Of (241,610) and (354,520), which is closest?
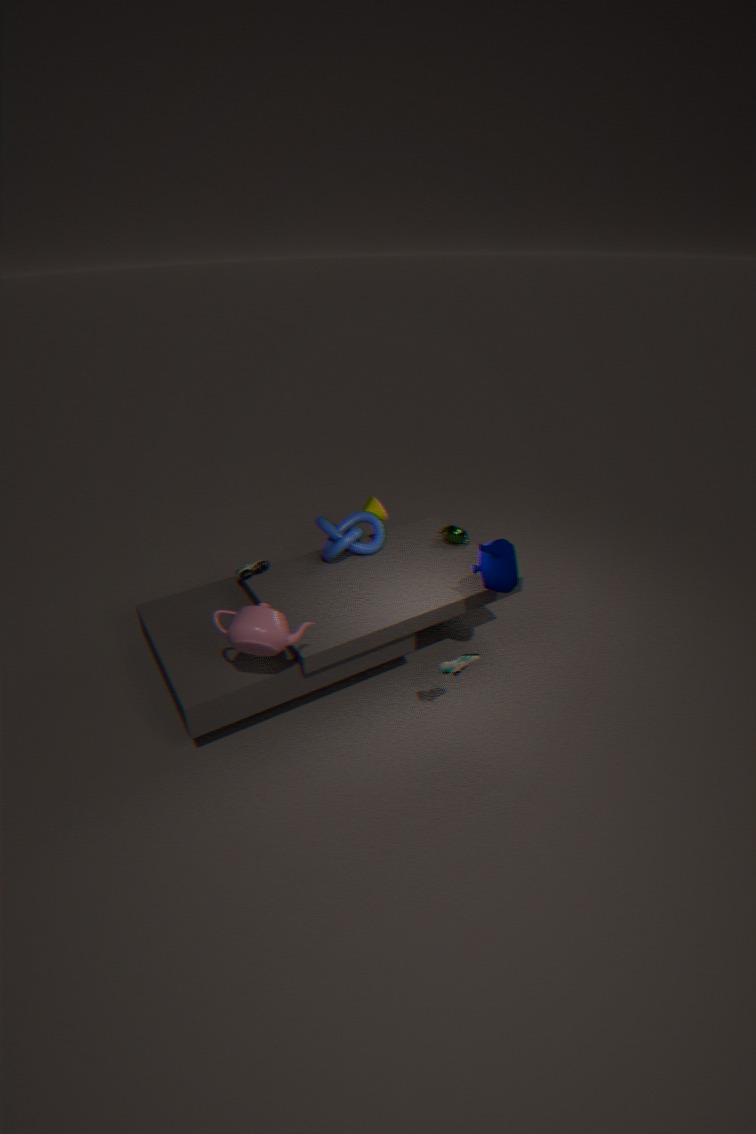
(241,610)
